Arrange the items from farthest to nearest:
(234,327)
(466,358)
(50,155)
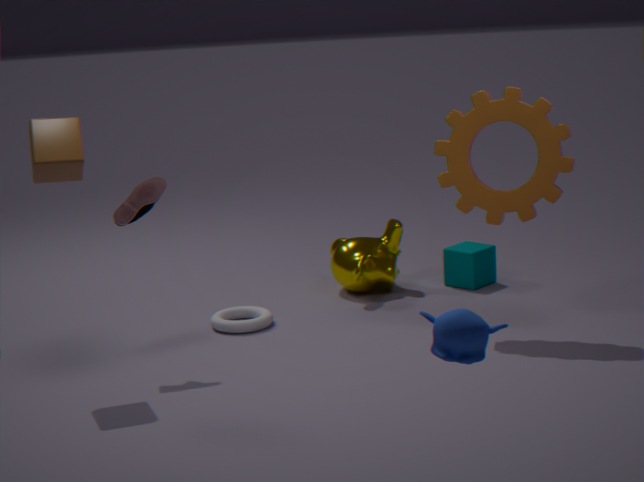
(234,327), (50,155), (466,358)
